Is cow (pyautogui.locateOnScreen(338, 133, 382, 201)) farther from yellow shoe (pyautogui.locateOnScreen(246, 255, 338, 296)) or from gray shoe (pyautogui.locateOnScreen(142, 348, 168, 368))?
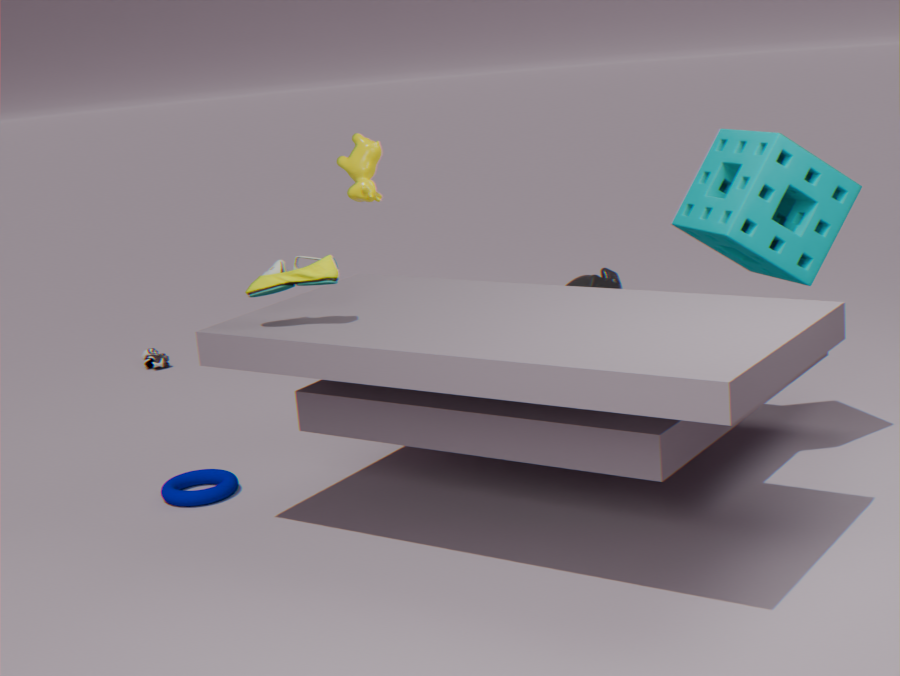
gray shoe (pyautogui.locateOnScreen(142, 348, 168, 368))
